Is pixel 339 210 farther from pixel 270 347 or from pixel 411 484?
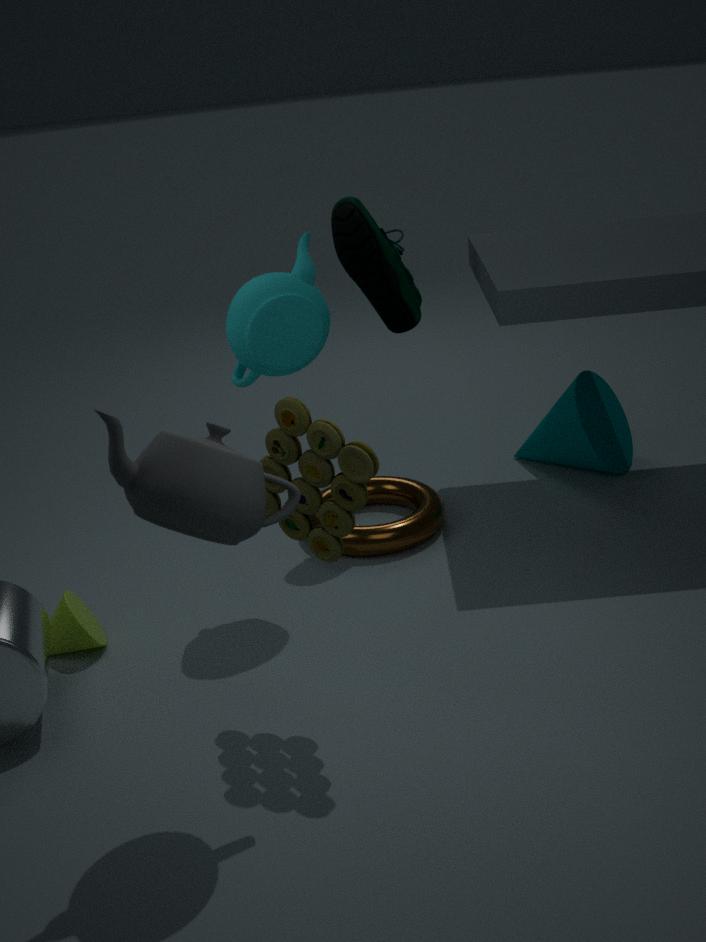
pixel 411 484
